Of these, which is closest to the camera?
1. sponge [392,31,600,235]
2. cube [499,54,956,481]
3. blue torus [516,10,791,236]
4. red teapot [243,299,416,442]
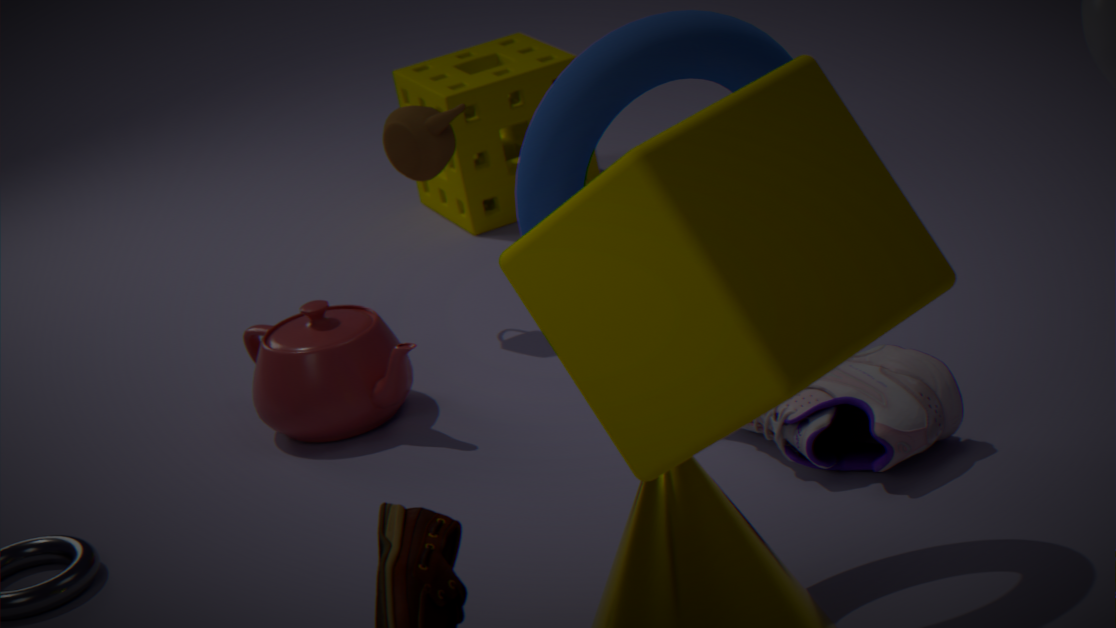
cube [499,54,956,481]
